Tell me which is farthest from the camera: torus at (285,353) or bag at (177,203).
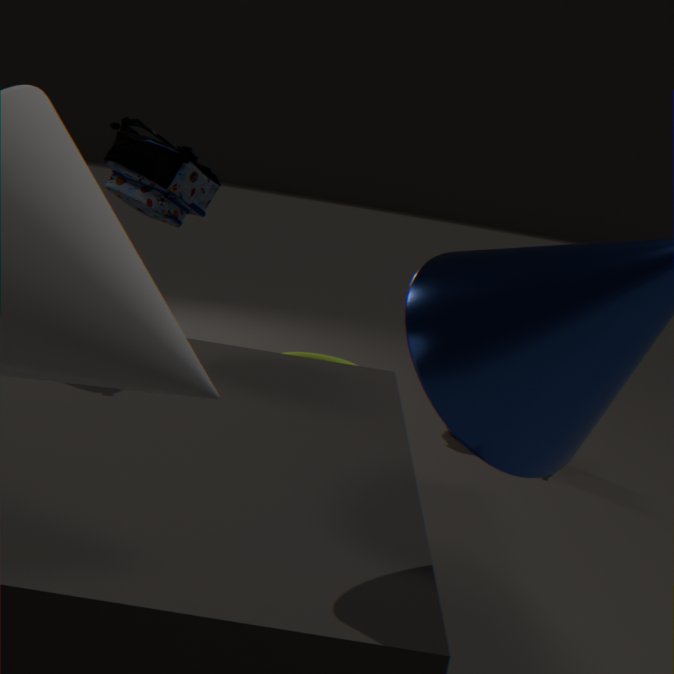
torus at (285,353)
